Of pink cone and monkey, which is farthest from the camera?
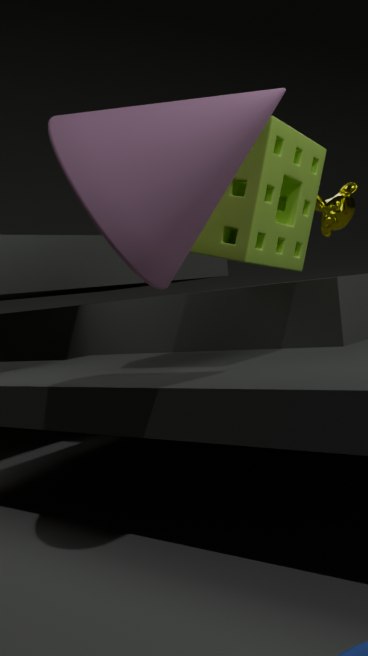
monkey
